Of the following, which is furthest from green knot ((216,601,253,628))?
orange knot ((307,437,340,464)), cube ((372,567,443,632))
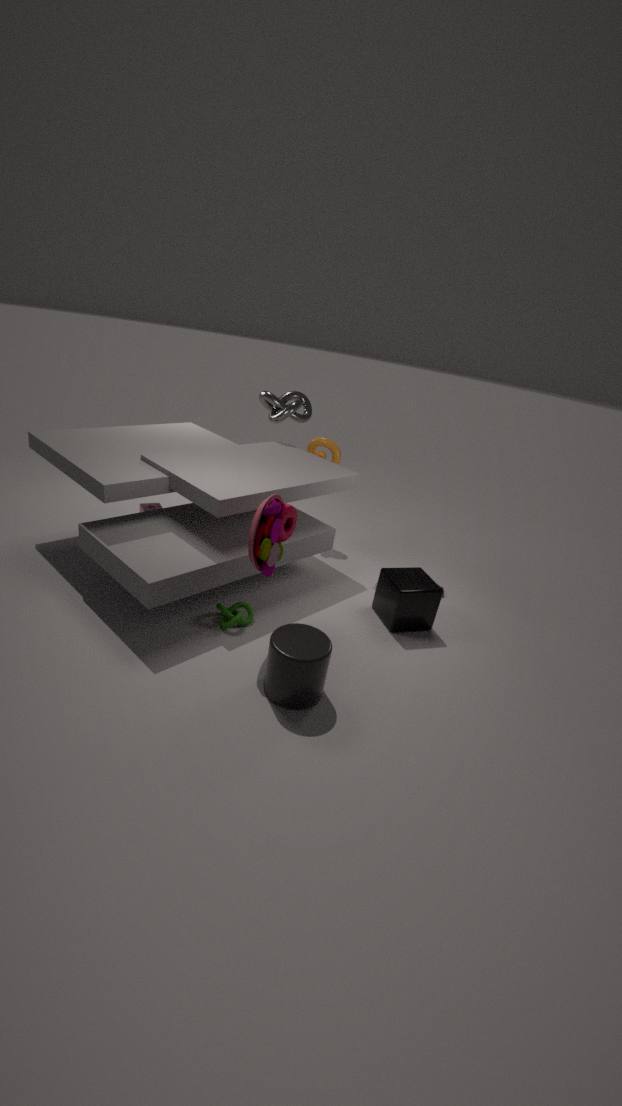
orange knot ((307,437,340,464))
